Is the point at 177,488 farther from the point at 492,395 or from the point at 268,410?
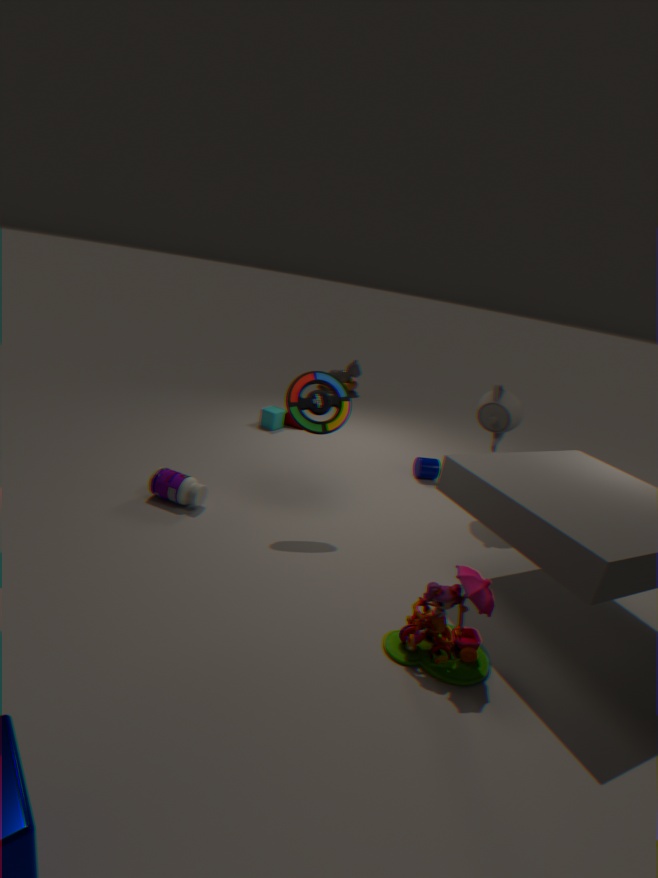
the point at 492,395
